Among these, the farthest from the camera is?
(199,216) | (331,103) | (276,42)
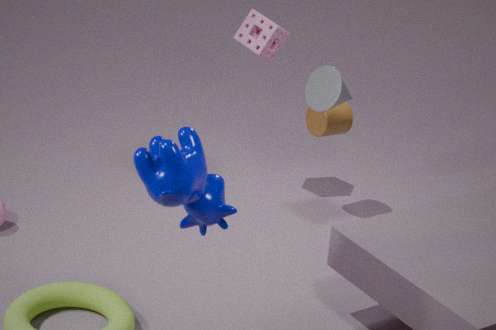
(276,42)
